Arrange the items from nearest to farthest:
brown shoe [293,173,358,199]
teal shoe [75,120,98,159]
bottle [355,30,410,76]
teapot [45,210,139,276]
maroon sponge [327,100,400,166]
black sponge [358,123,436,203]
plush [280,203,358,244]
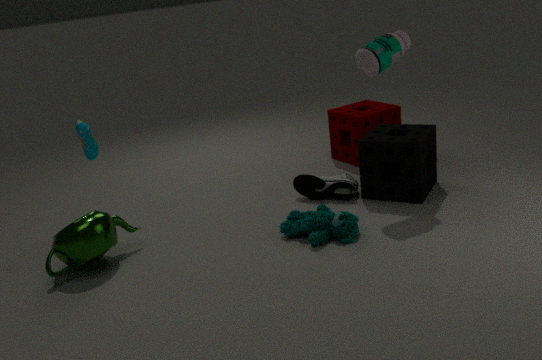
1. teapot [45,210,139,276]
2. plush [280,203,358,244]
3. bottle [355,30,410,76]
4. black sponge [358,123,436,203]
5. brown shoe [293,173,358,199]
6. teal shoe [75,120,98,159]
7. maroon sponge [327,100,400,166]
